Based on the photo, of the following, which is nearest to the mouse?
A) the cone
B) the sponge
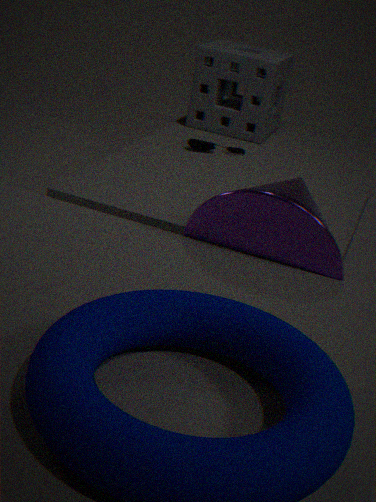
the sponge
